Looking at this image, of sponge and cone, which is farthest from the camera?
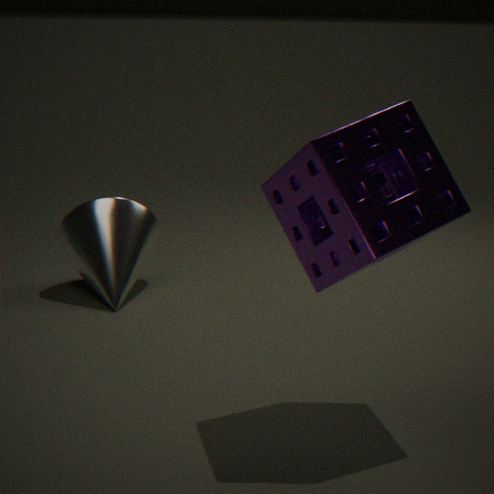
cone
